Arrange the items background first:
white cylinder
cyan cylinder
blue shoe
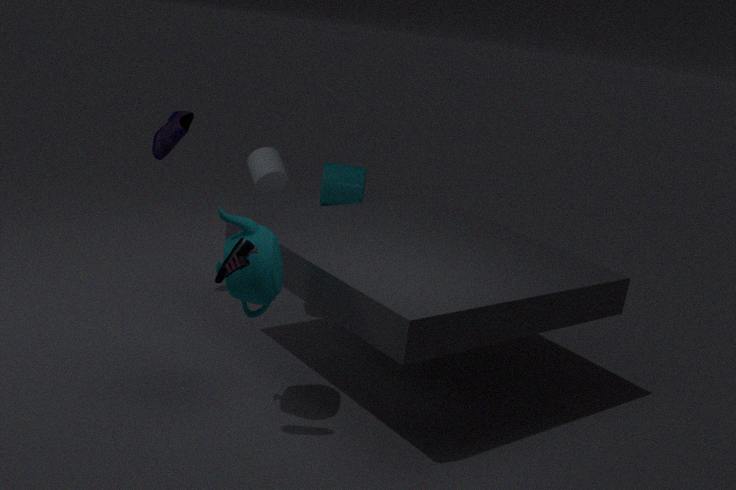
cyan cylinder
white cylinder
blue shoe
